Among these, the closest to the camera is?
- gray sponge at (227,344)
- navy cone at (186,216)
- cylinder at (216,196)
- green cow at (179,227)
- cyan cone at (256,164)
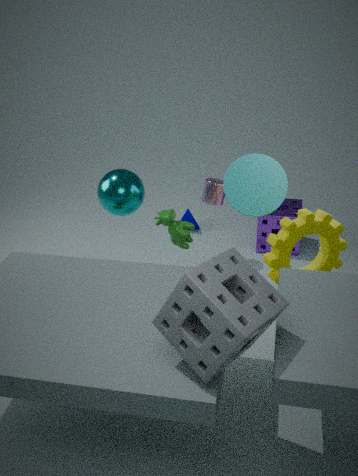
gray sponge at (227,344)
